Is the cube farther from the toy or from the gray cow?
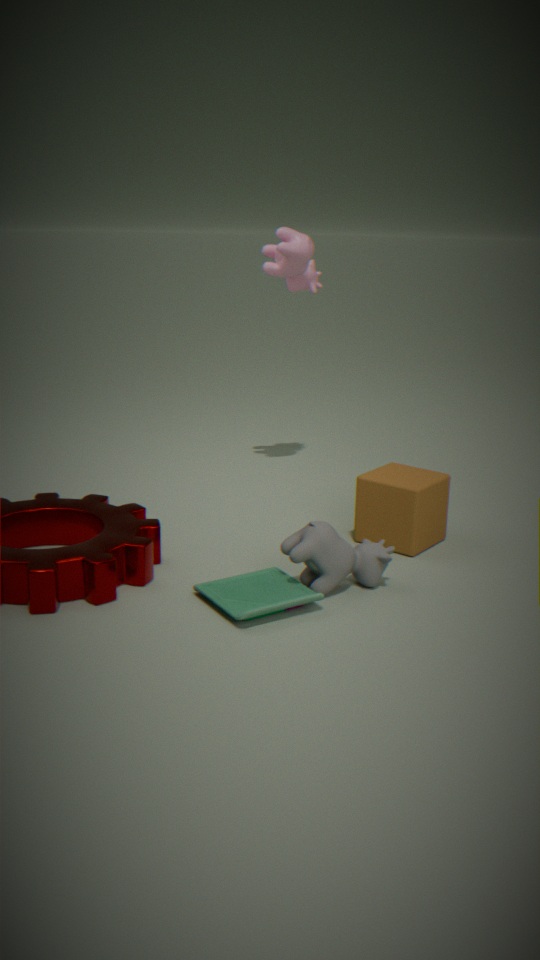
the toy
